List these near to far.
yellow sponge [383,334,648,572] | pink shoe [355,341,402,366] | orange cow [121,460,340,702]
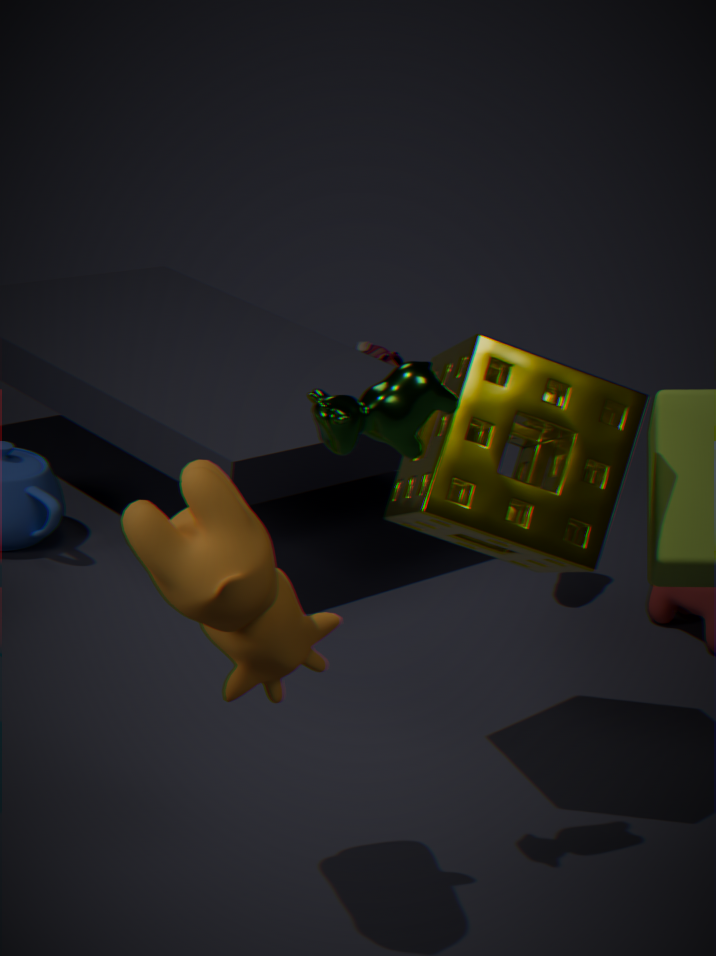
orange cow [121,460,340,702] < yellow sponge [383,334,648,572] < pink shoe [355,341,402,366]
